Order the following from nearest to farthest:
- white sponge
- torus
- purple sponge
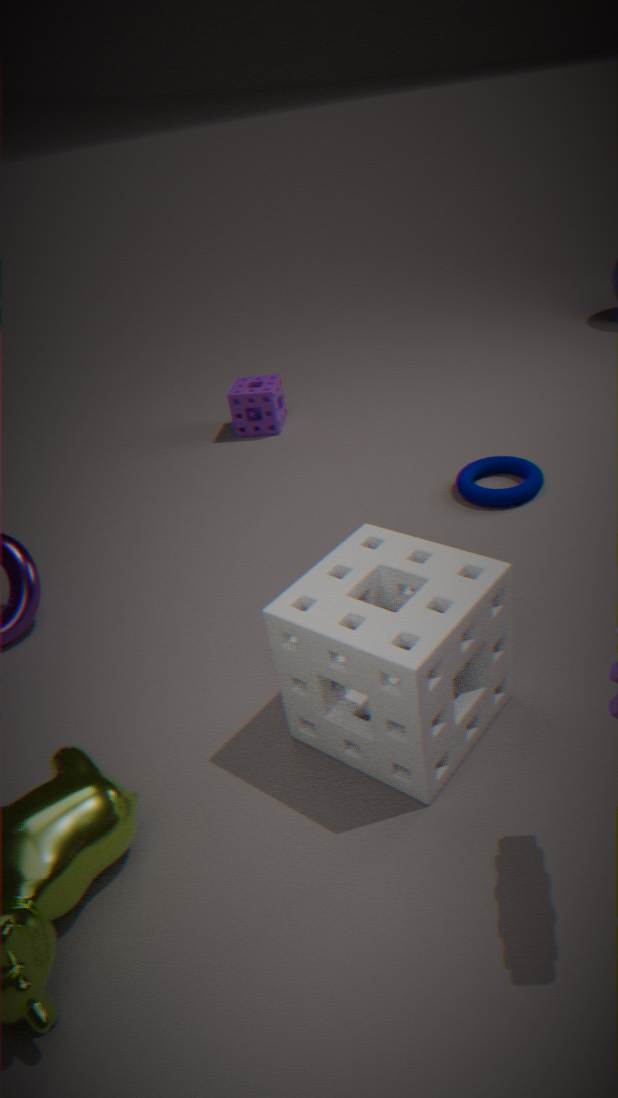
white sponge → torus → purple sponge
